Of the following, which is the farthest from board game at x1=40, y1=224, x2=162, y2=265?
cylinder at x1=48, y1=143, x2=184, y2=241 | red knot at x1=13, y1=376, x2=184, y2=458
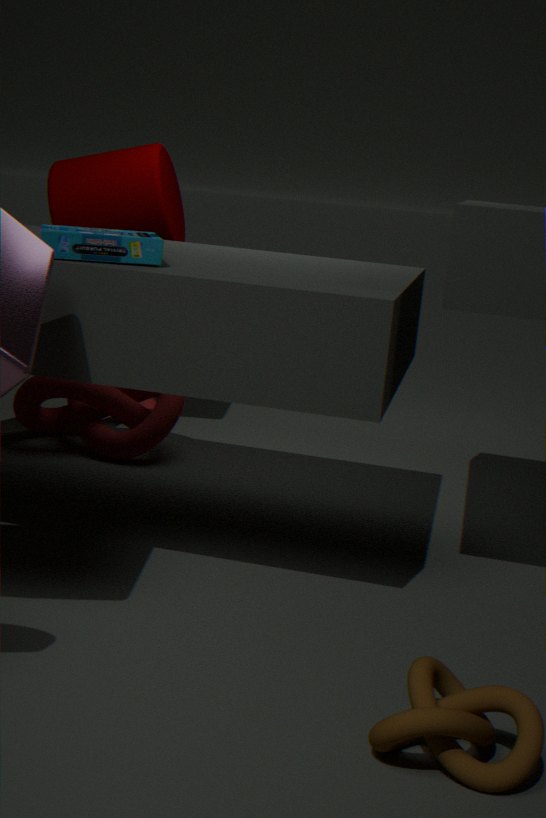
cylinder at x1=48, y1=143, x2=184, y2=241
